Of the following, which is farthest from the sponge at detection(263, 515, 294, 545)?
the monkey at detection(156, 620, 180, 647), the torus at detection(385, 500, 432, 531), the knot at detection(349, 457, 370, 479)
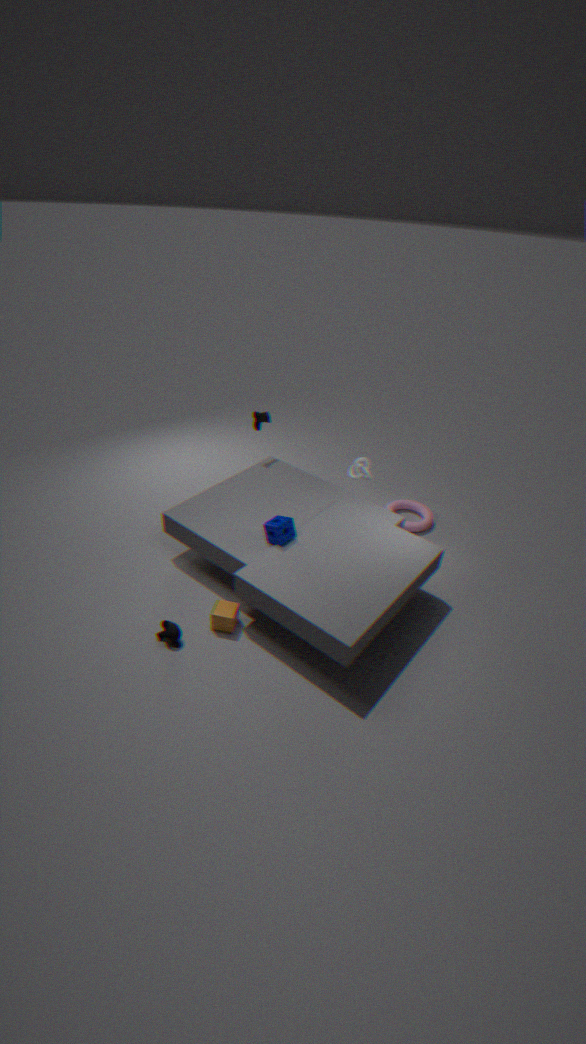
the torus at detection(385, 500, 432, 531)
